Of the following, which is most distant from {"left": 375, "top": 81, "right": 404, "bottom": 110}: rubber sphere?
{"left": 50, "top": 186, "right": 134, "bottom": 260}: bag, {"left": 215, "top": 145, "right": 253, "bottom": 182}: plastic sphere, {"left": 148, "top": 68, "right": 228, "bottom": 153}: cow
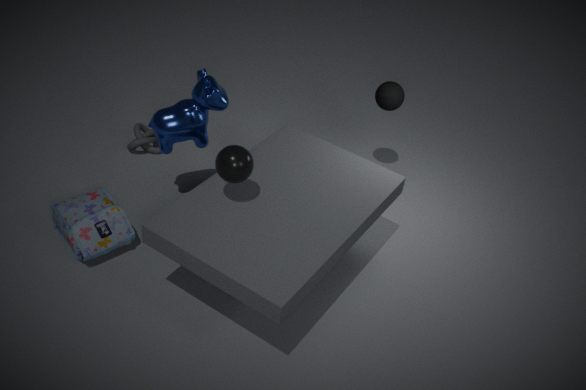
{"left": 50, "top": 186, "right": 134, "bottom": 260}: bag
